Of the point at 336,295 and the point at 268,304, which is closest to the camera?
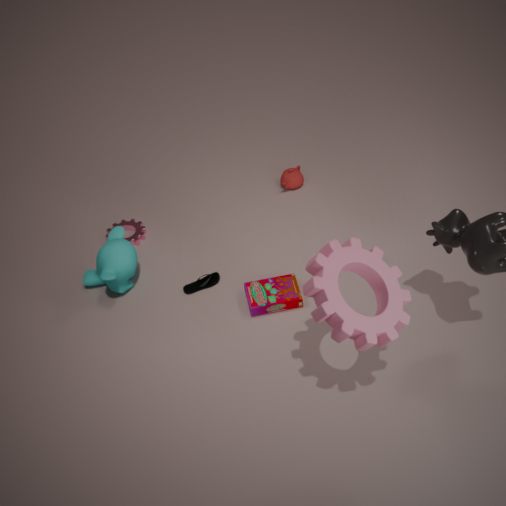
the point at 336,295
